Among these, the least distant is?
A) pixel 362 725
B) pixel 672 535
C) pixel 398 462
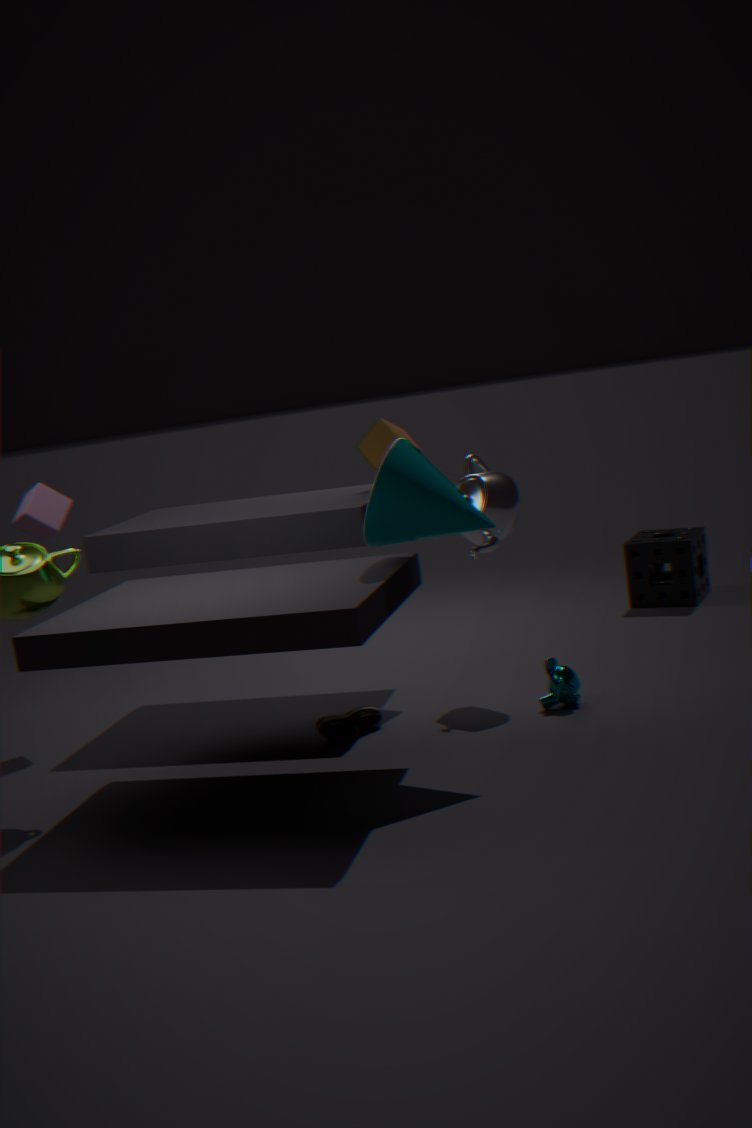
pixel 398 462
